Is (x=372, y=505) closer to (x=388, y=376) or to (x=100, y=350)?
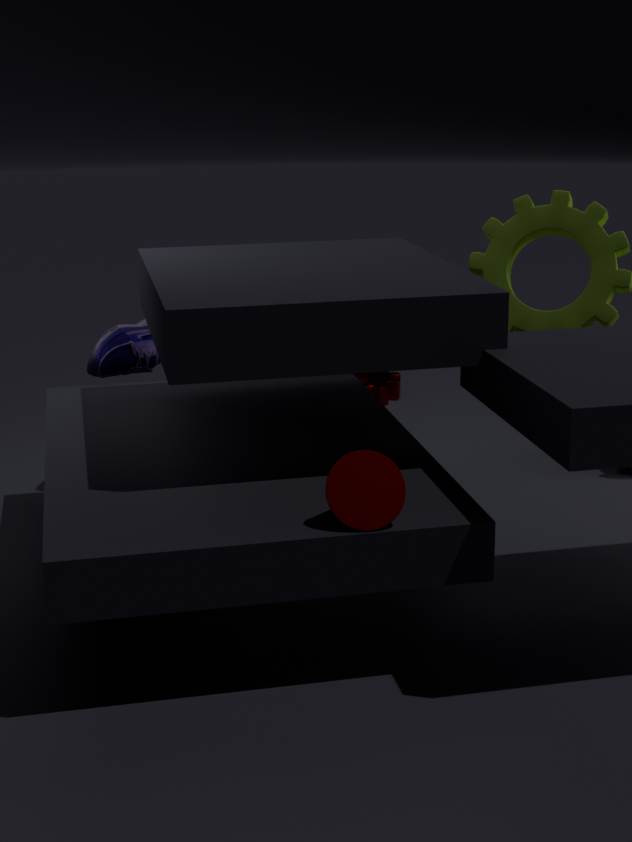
(x=100, y=350)
